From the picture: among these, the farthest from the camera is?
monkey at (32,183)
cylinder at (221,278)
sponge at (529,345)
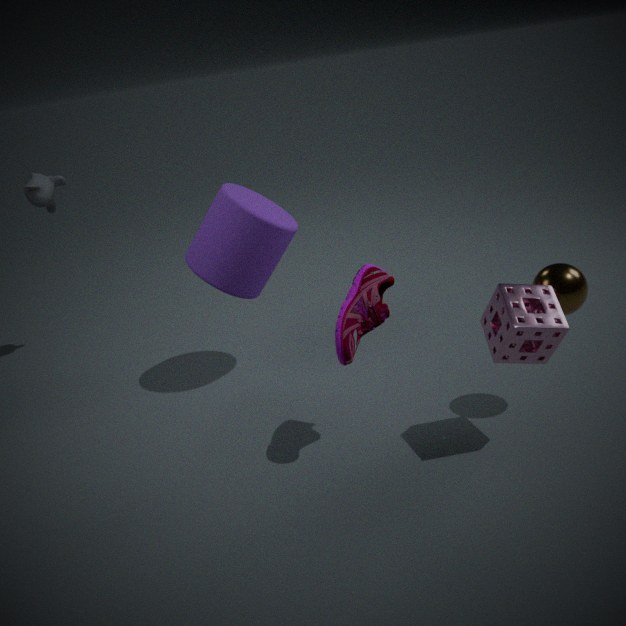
monkey at (32,183)
